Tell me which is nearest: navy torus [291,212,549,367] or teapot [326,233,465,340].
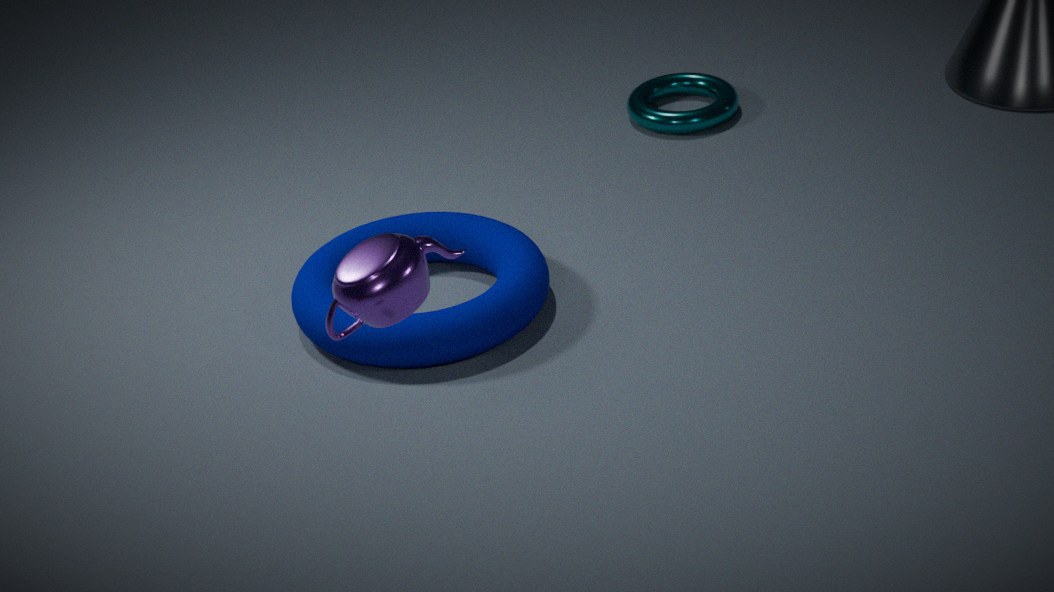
teapot [326,233,465,340]
